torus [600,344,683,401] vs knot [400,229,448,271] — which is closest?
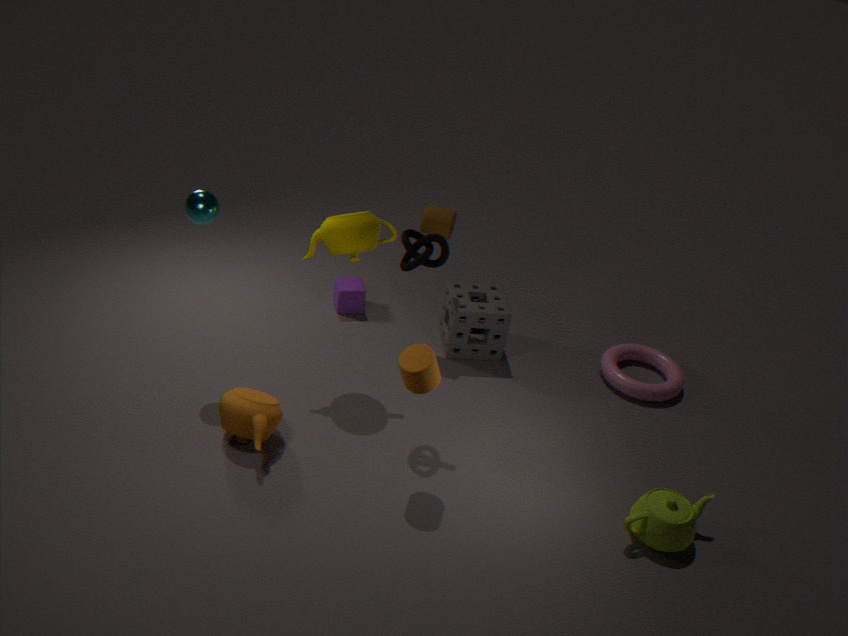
knot [400,229,448,271]
